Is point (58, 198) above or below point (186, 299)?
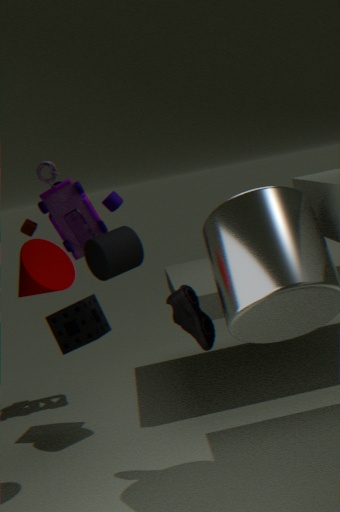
above
